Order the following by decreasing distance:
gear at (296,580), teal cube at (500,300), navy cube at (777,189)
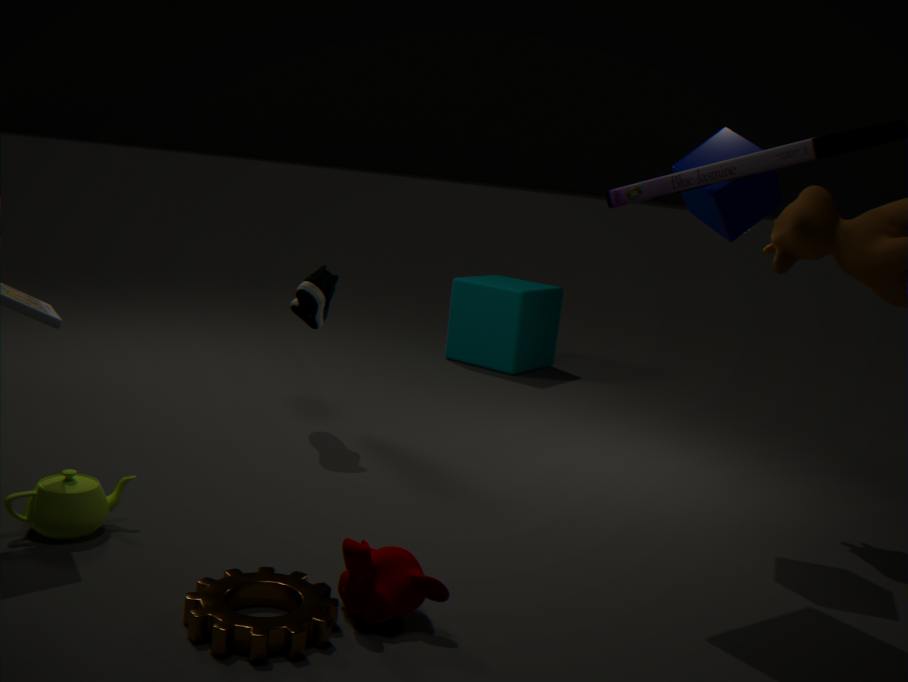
teal cube at (500,300) → navy cube at (777,189) → gear at (296,580)
